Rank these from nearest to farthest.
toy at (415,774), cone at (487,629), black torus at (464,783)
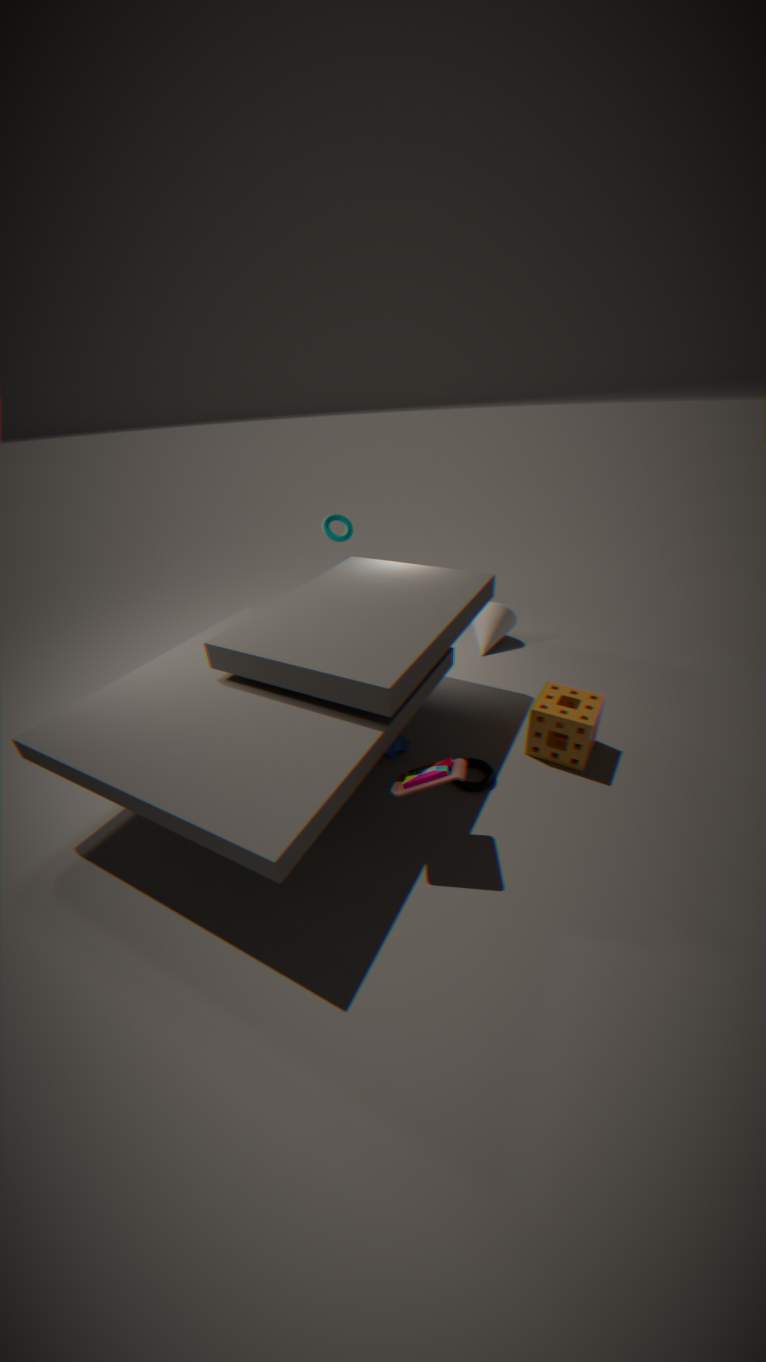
toy at (415,774), black torus at (464,783), cone at (487,629)
